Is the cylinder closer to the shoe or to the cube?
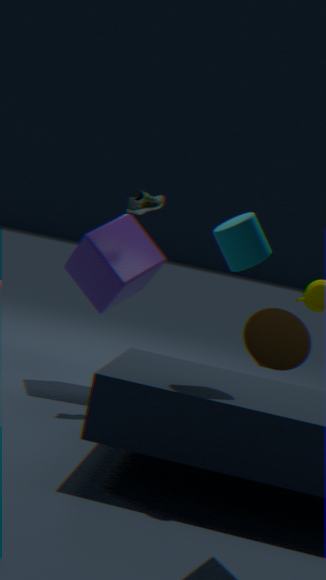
the shoe
